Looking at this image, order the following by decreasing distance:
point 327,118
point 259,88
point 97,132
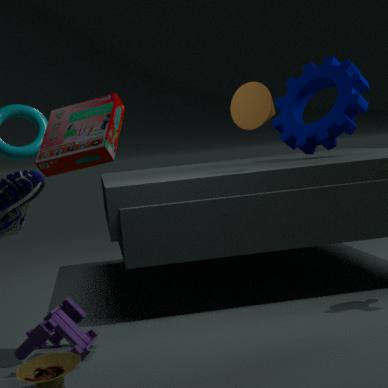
point 327,118, point 259,88, point 97,132
